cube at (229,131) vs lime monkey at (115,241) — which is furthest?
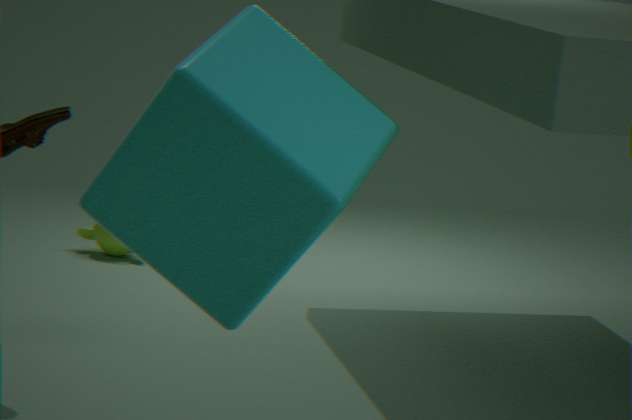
lime monkey at (115,241)
